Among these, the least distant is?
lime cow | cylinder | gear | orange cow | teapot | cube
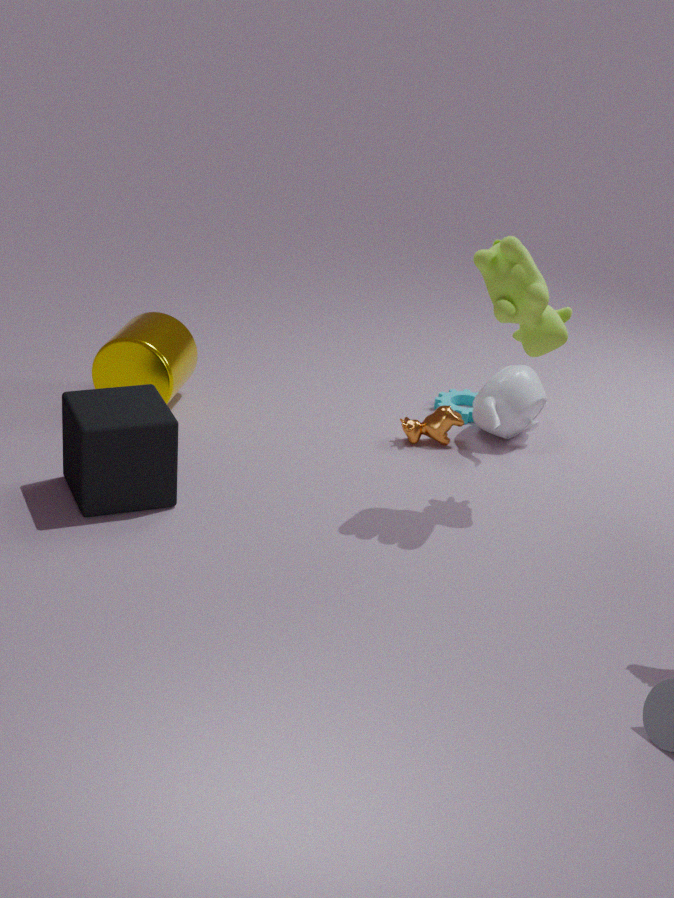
lime cow
